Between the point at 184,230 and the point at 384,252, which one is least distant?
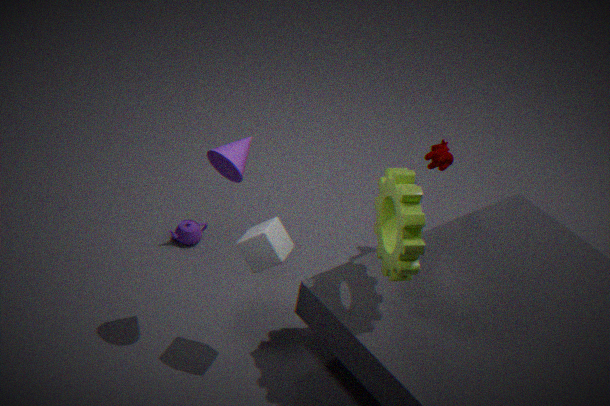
the point at 384,252
